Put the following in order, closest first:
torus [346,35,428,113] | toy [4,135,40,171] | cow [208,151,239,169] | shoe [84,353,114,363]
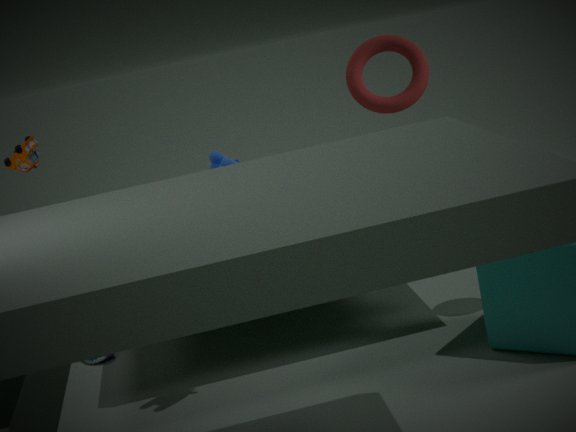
toy [4,135,40,171], cow [208,151,239,169], torus [346,35,428,113], shoe [84,353,114,363]
